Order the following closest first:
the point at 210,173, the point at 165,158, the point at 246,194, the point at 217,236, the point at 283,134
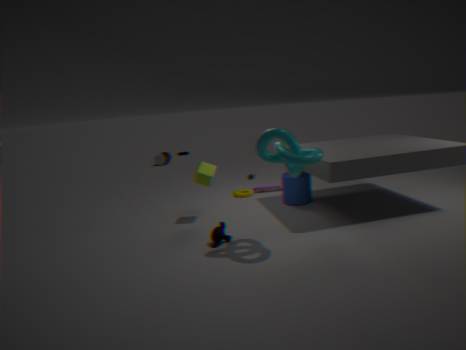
the point at 283,134
the point at 217,236
the point at 210,173
the point at 246,194
the point at 165,158
